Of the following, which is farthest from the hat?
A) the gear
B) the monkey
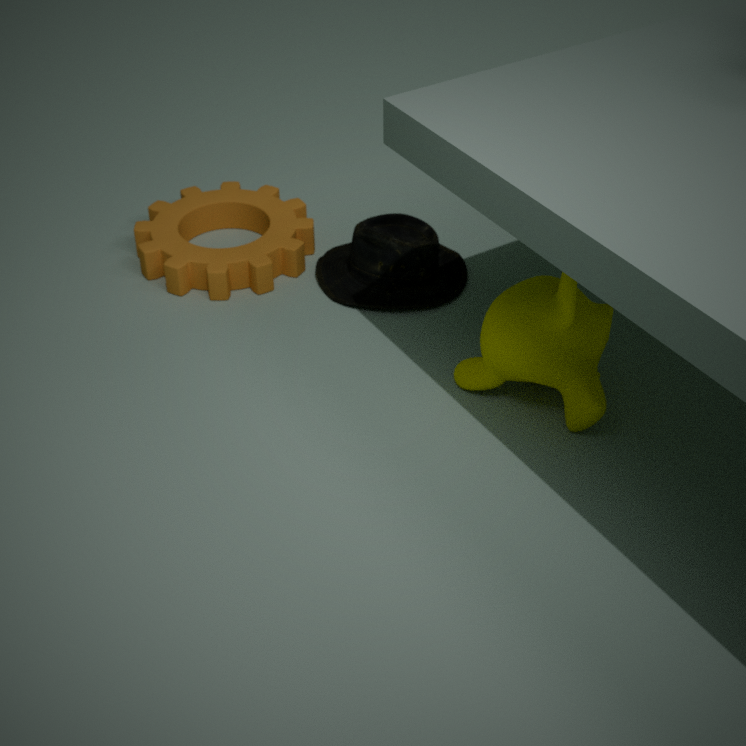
the monkey
